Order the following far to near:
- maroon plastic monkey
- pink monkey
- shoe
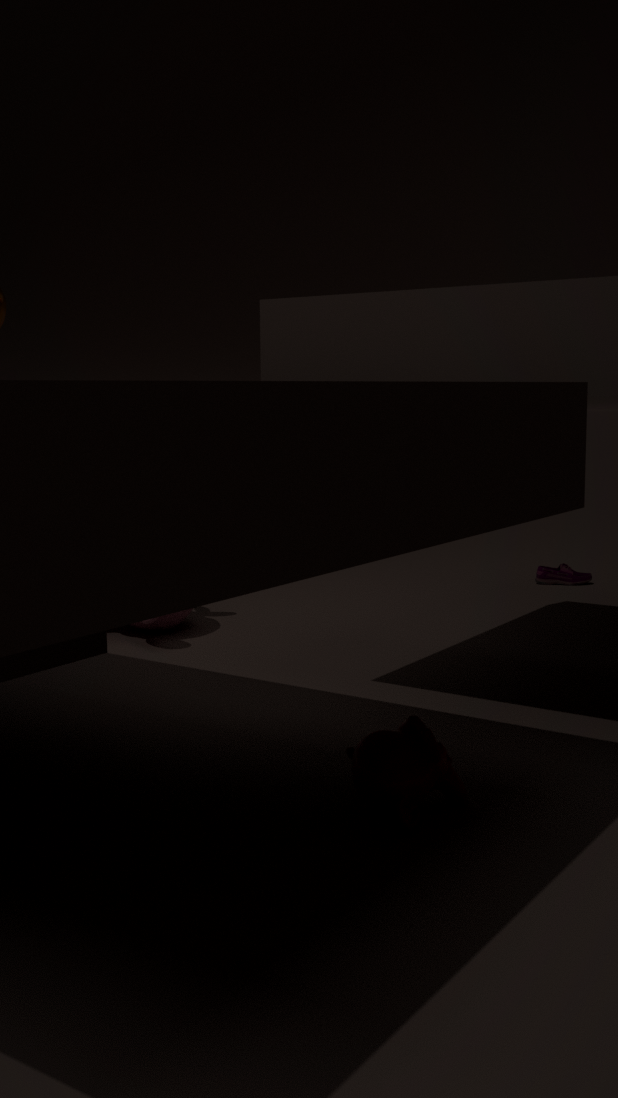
shoe, pink monkey, maroon plastic monkey
